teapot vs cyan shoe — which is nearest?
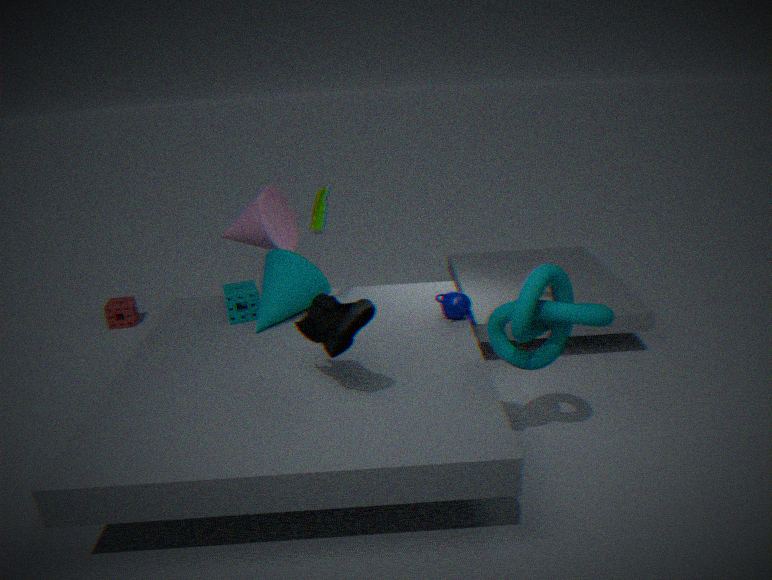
cyan shoe
